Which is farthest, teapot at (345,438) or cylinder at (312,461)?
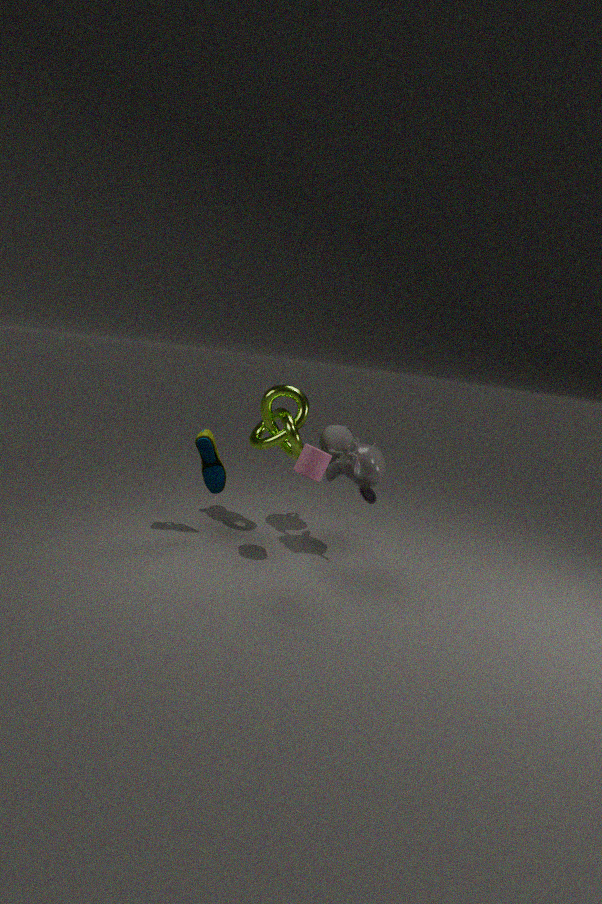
teapot at (345,438)
